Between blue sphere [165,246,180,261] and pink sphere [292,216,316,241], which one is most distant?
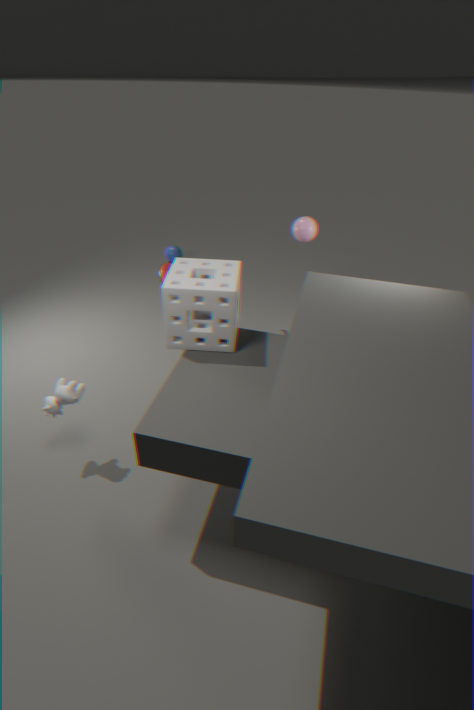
blue sphere [165,246,180,261]
